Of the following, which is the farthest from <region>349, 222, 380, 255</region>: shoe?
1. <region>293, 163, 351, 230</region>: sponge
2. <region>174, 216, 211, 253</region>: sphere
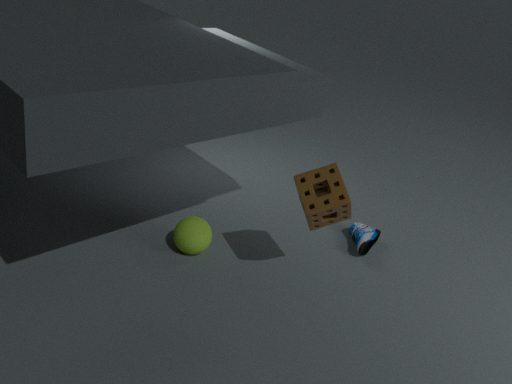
<region>174, 216, 211, 253</region>: sphere
